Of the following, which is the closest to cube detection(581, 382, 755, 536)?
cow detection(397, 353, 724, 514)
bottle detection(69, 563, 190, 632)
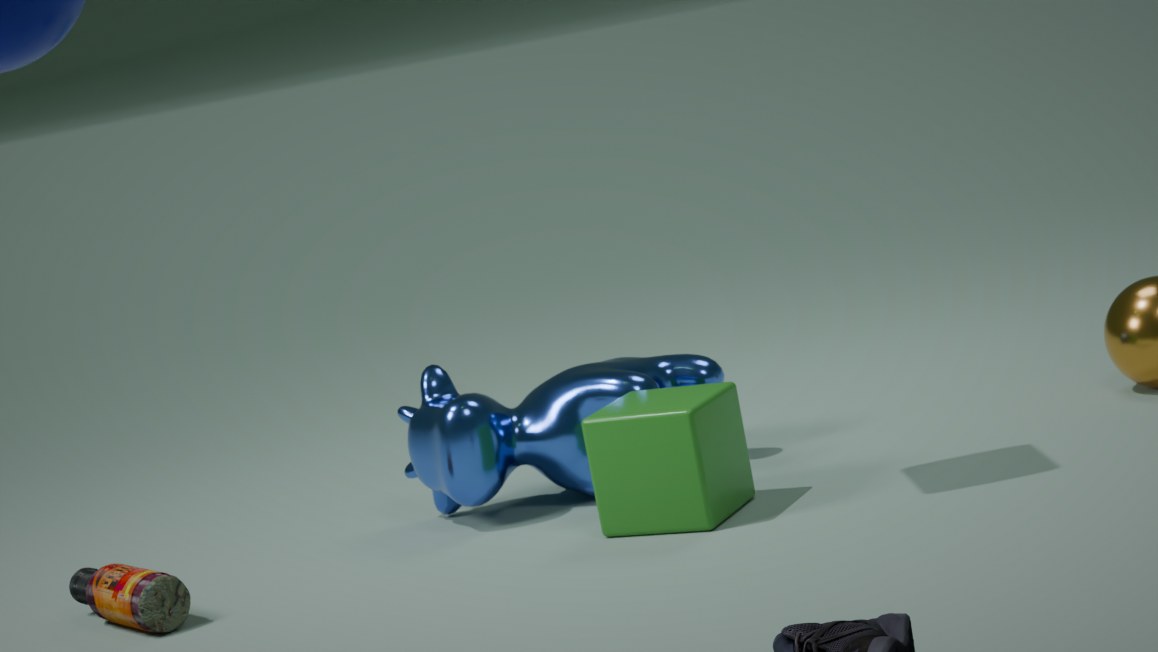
cow detection(397, 353, 724, 514)
